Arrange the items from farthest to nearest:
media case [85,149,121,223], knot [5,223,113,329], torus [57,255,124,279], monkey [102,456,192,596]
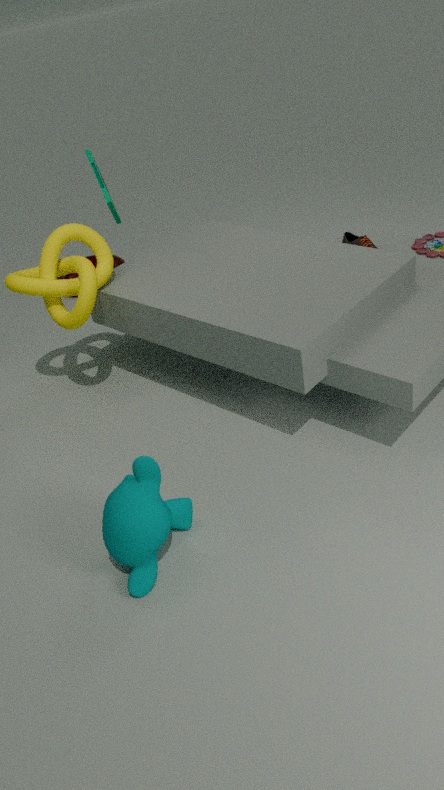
torus [57,255,124,279], media case [85,149,121,223], knot [5,223,113,329], monkey [102,456,192,596]
